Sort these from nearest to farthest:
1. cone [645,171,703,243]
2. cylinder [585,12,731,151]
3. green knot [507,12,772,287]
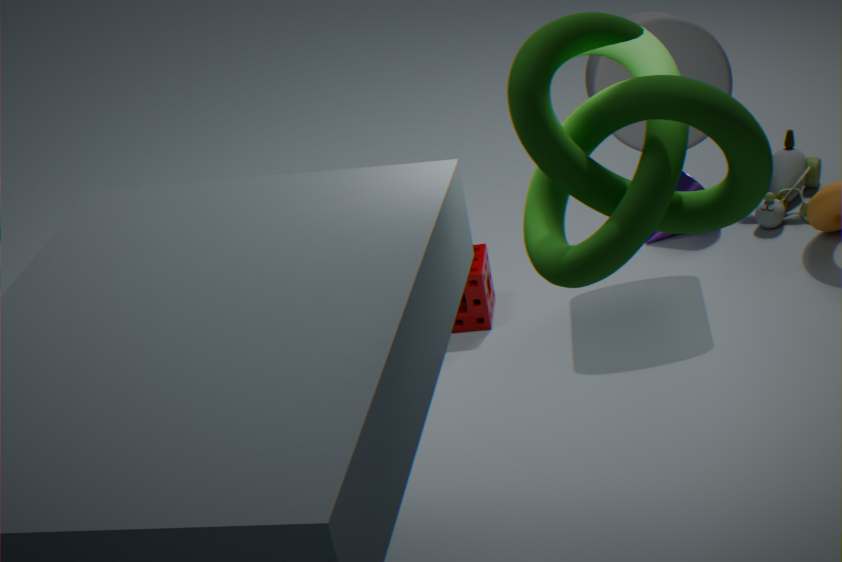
1. green knot [507,12,772,287]
2. cylinder [585,12,731,151]
3. cone [645,171,703,243]
